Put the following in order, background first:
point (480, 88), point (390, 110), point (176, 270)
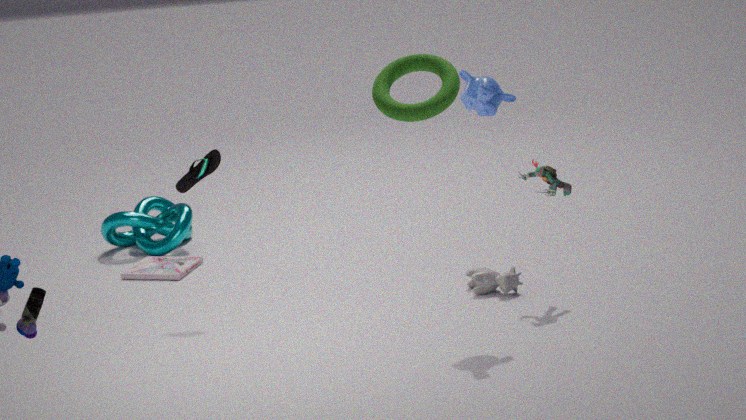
point (176, 270)
point (480, 88)
point (390, 110)
